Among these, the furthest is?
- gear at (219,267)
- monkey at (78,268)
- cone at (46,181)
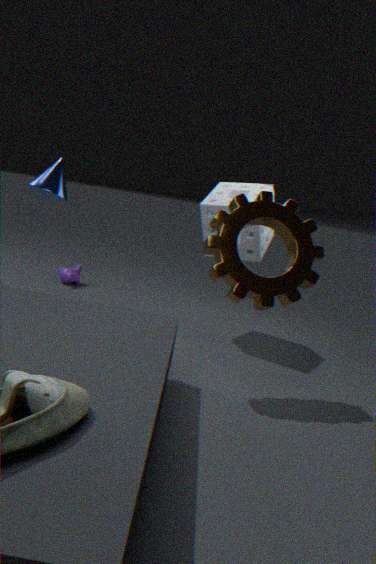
monkey at (78,268)
